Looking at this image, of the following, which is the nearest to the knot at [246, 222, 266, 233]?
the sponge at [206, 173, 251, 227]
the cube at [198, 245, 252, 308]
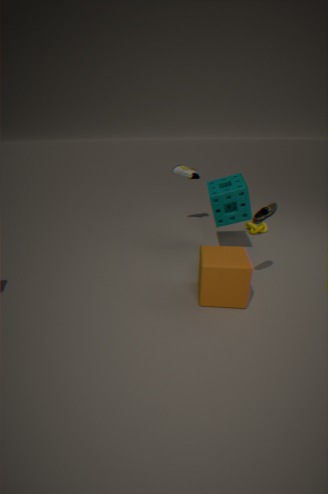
the sponge at [206, 173, 251, 227]
